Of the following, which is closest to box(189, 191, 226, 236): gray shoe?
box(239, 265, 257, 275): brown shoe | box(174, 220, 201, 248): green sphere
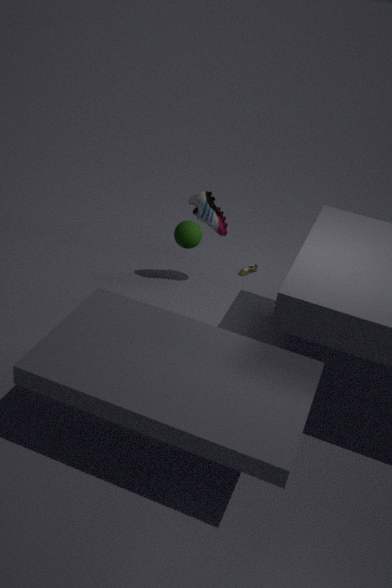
box(174, 220, 201, 248): green sphere
